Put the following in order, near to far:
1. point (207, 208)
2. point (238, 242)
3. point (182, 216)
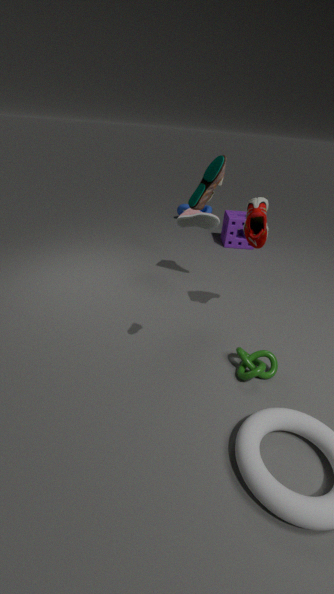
1. point (182, 216)
2. point (238, 242)
3. point (207, 208)
